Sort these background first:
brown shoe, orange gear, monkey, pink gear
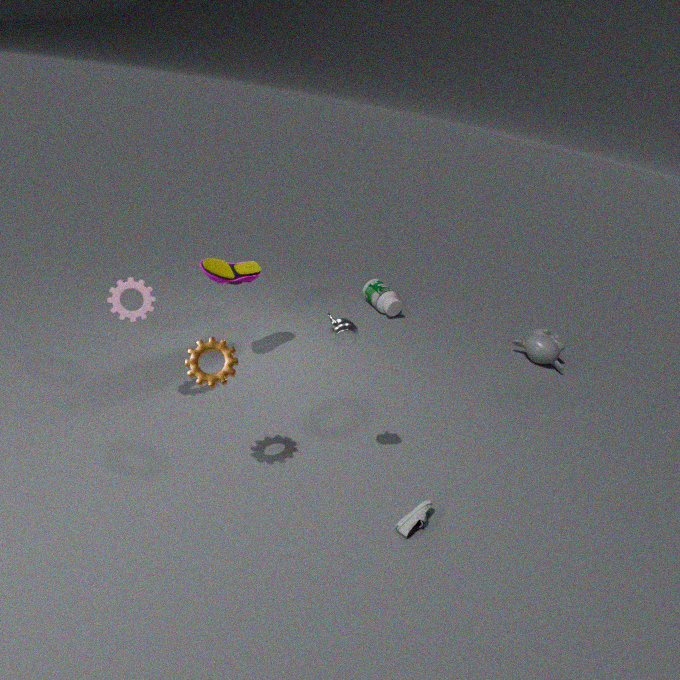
monkey, brown shoe, pink gear, orange gear
